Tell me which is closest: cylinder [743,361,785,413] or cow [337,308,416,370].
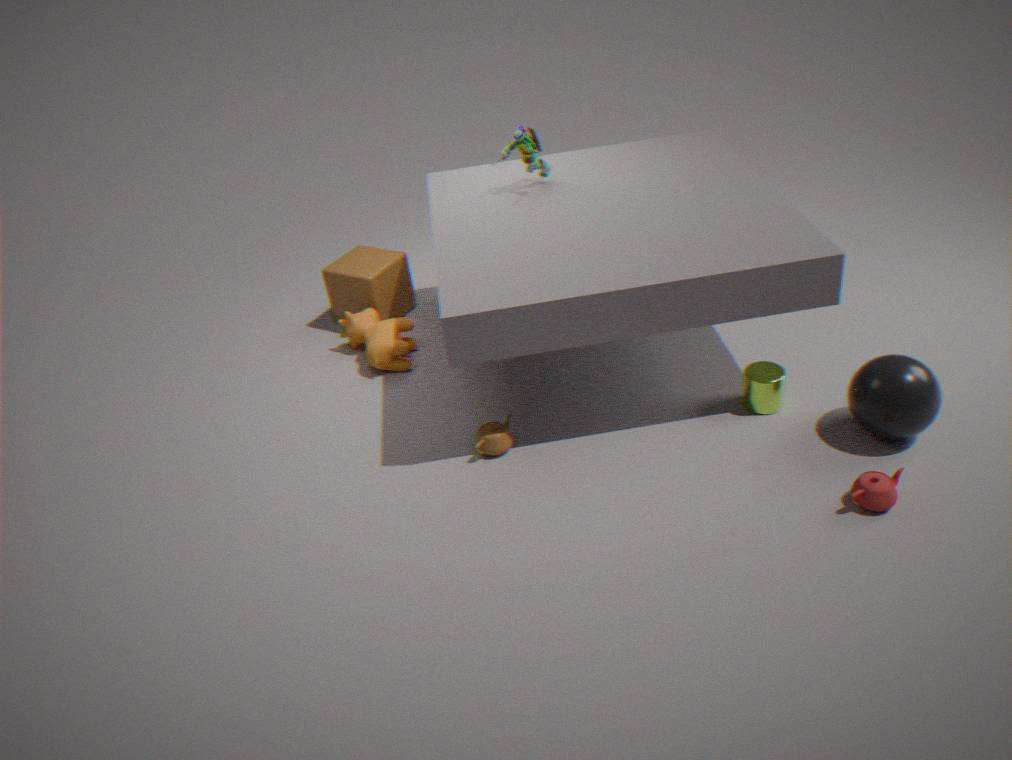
cylinder [743,361,785,413]
